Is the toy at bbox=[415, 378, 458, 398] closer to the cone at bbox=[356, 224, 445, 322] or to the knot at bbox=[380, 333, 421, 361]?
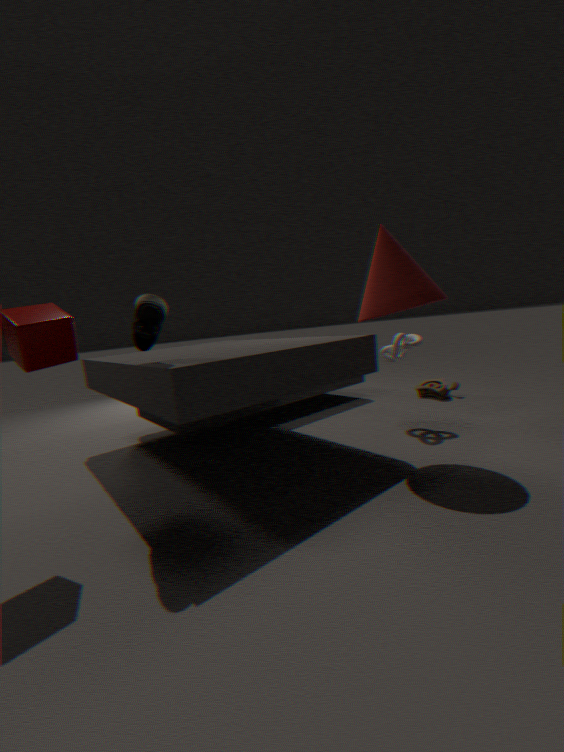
the knot at bbox=[380, 333, 421, 361]
